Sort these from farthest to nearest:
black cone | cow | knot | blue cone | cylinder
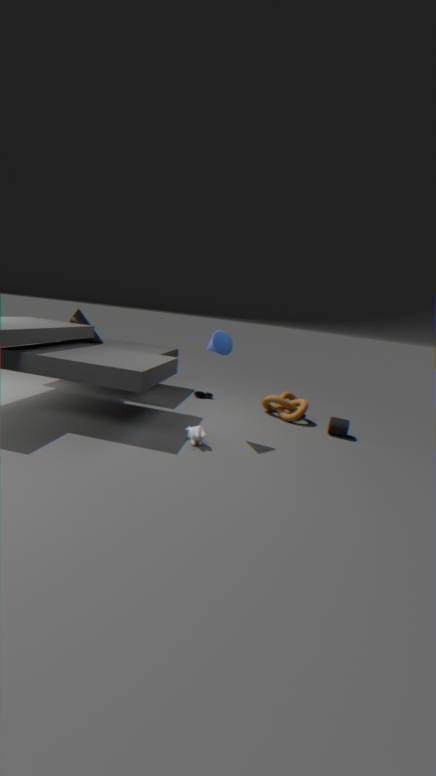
black cone → knot → cylinder → blue cone → cow
